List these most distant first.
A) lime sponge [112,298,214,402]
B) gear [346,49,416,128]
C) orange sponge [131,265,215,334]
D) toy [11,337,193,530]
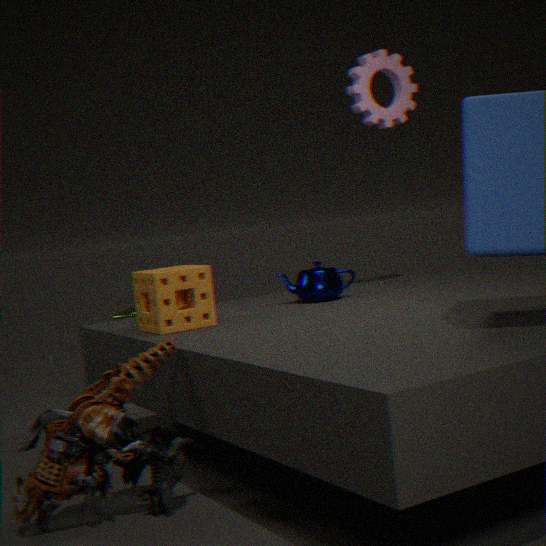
lime sponge [112,298,214,402]
gear [346,49,416,128]
orange sponge [131,265,215,334]
toy [11,337,193,530]
